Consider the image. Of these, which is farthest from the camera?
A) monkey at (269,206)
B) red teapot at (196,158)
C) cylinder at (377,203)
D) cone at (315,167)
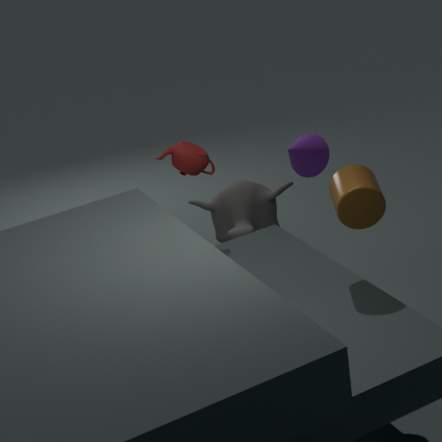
cone at (315,167)
